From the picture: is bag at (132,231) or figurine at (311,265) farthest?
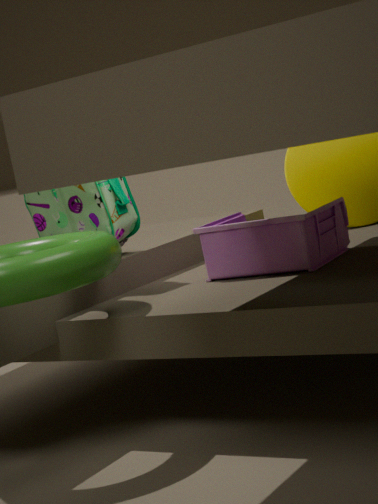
bag at (132,231)
